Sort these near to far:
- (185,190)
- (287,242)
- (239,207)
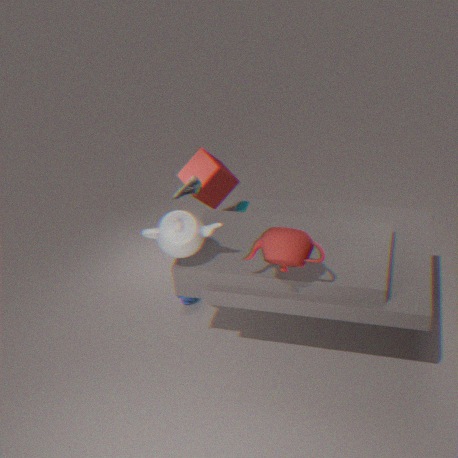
(287,242) < (185,190) < (239,207)
